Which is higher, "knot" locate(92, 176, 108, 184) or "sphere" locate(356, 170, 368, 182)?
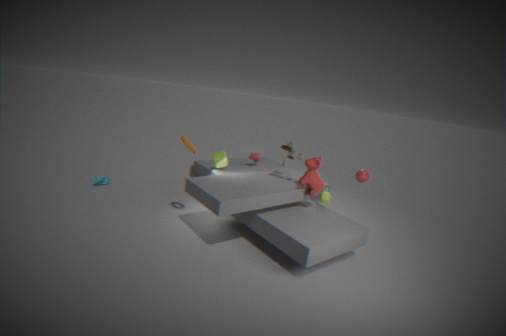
"sphere" locate(356, 170, 368, 182)
